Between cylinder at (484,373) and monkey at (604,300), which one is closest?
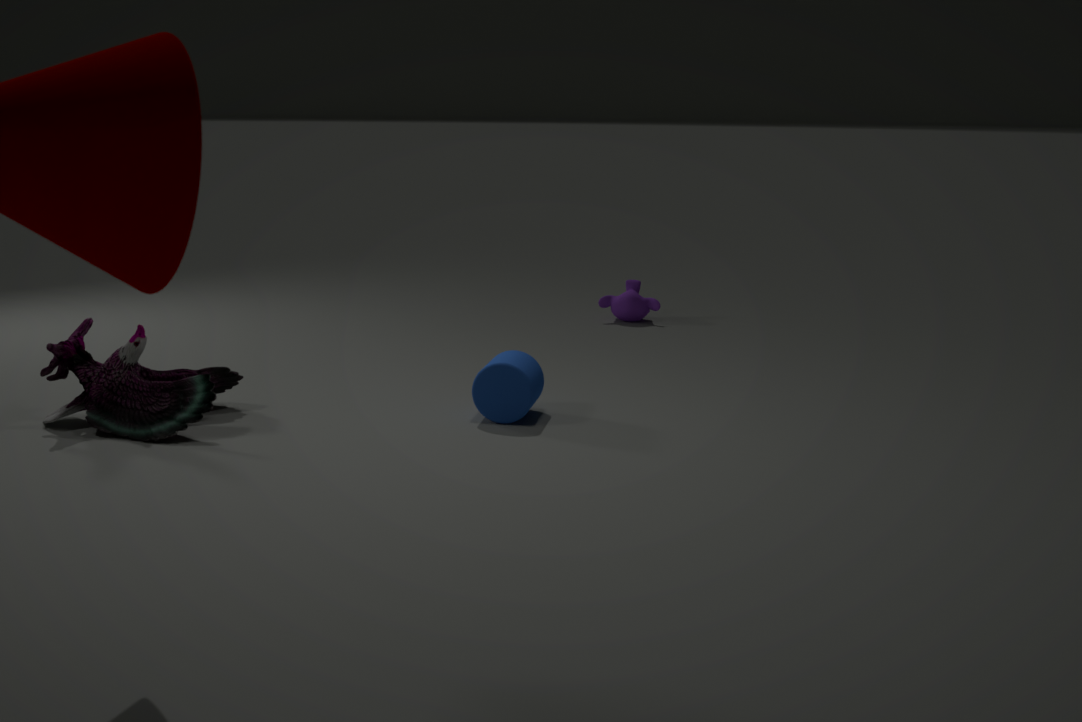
cylinder at (484,373)
